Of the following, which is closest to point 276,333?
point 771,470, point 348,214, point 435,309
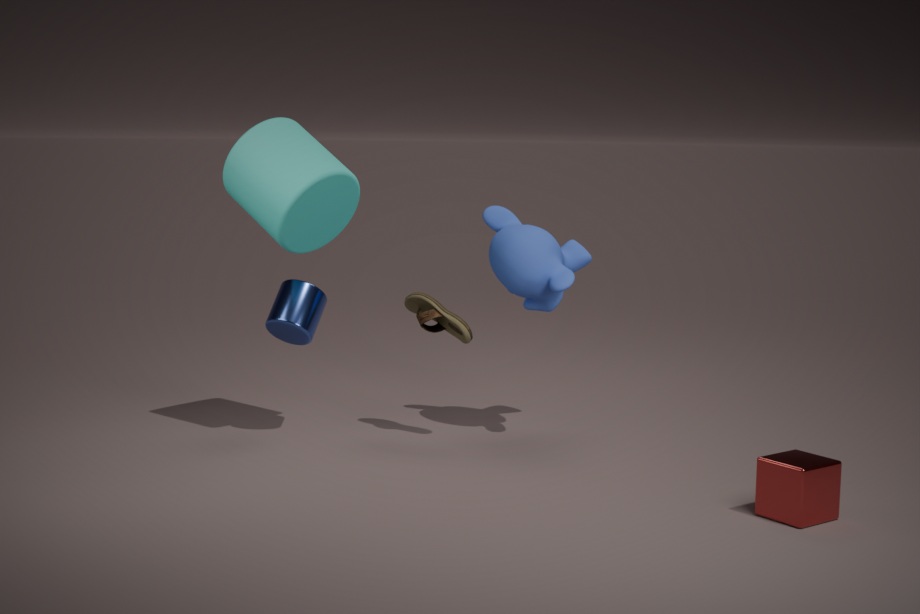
point 348,214
